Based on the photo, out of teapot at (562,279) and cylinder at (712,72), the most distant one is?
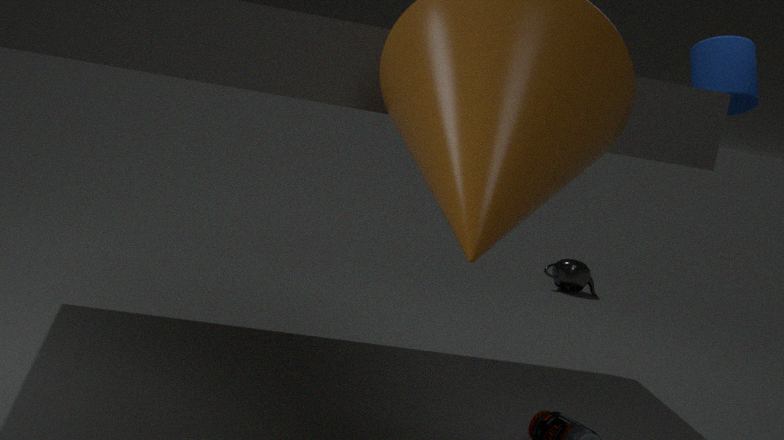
teapot at (562,279)
